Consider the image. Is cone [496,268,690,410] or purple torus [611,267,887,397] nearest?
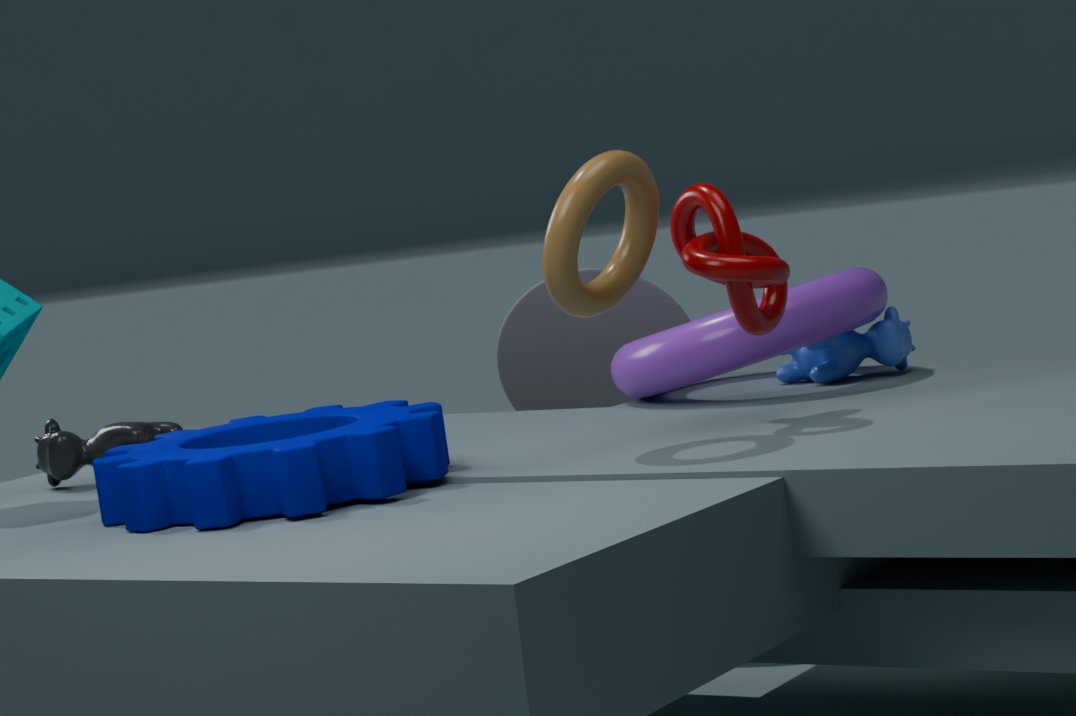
purple torus [611,267,887,397]
